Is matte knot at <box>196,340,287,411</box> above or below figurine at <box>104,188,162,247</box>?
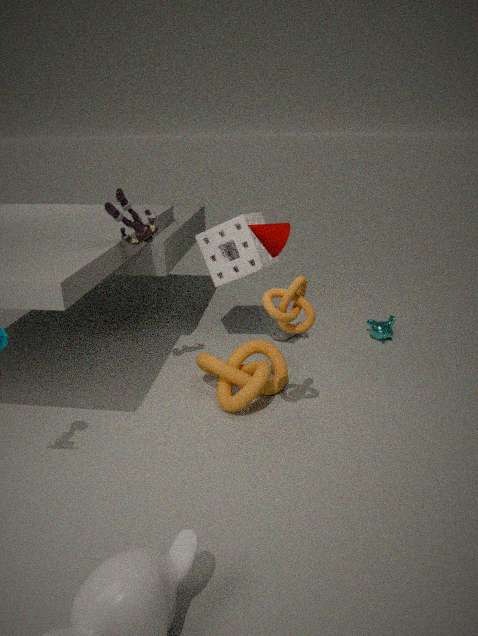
below
